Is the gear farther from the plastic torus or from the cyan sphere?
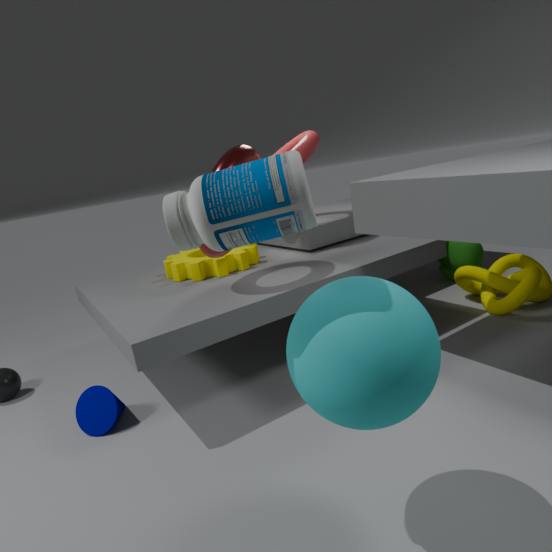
the cyan sphere
